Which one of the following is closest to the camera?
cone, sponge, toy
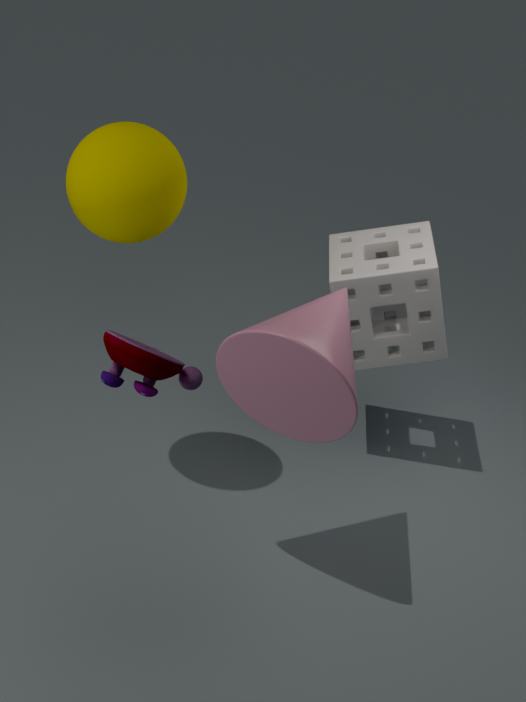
toy
